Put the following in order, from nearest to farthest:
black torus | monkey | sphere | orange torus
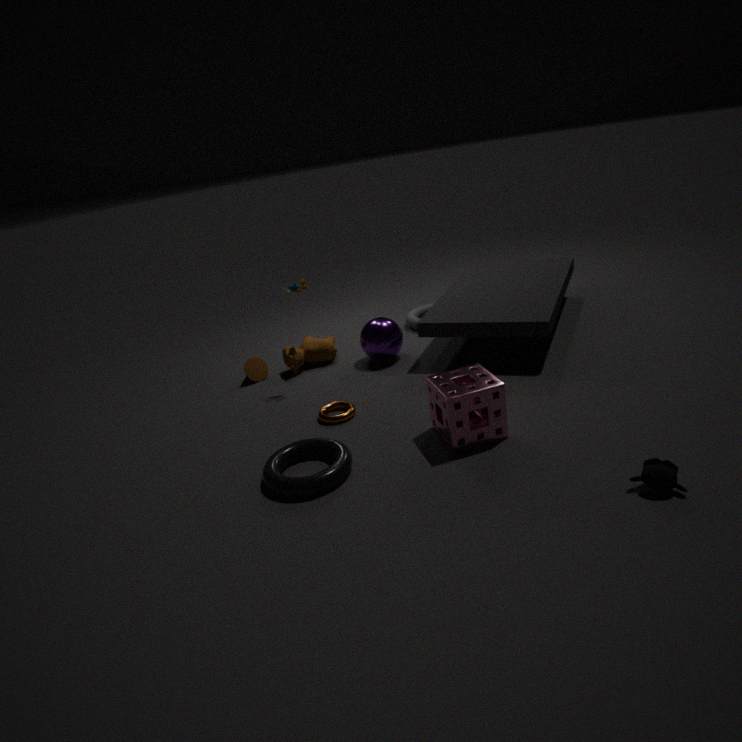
monkey, black torus, orange torus, sphere
